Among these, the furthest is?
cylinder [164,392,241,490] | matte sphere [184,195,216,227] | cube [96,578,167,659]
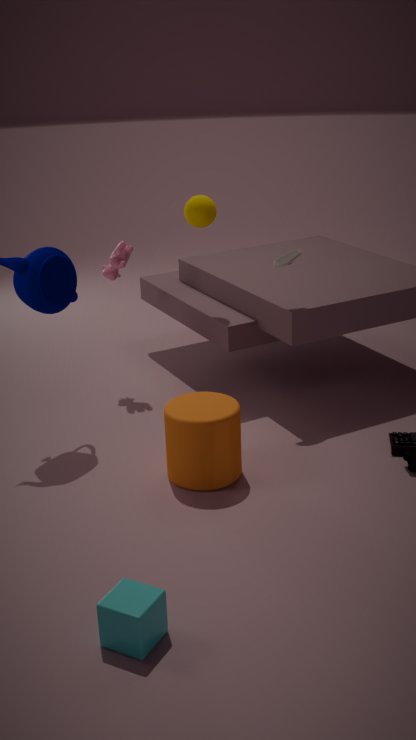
matte sphere [184,195,216,227]
